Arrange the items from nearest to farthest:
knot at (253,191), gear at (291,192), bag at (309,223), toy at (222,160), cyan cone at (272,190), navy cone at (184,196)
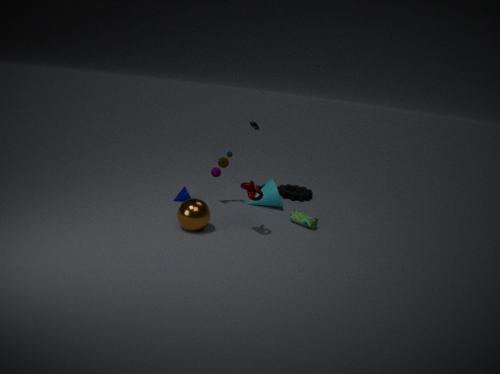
knot at (253,191)
bag at (309,223)
toy at (222,160)
navy cone at (184,196)
cyan cone at (272,190)
gear at (291,192)
